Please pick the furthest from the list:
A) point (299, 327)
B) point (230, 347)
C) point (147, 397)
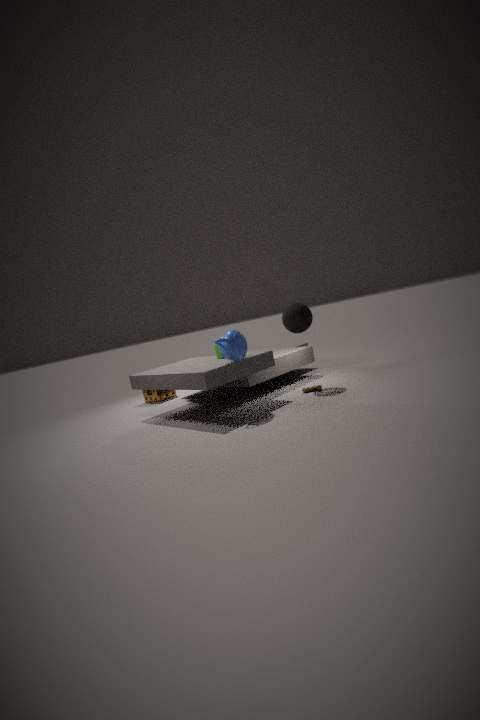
point (147, 397)
